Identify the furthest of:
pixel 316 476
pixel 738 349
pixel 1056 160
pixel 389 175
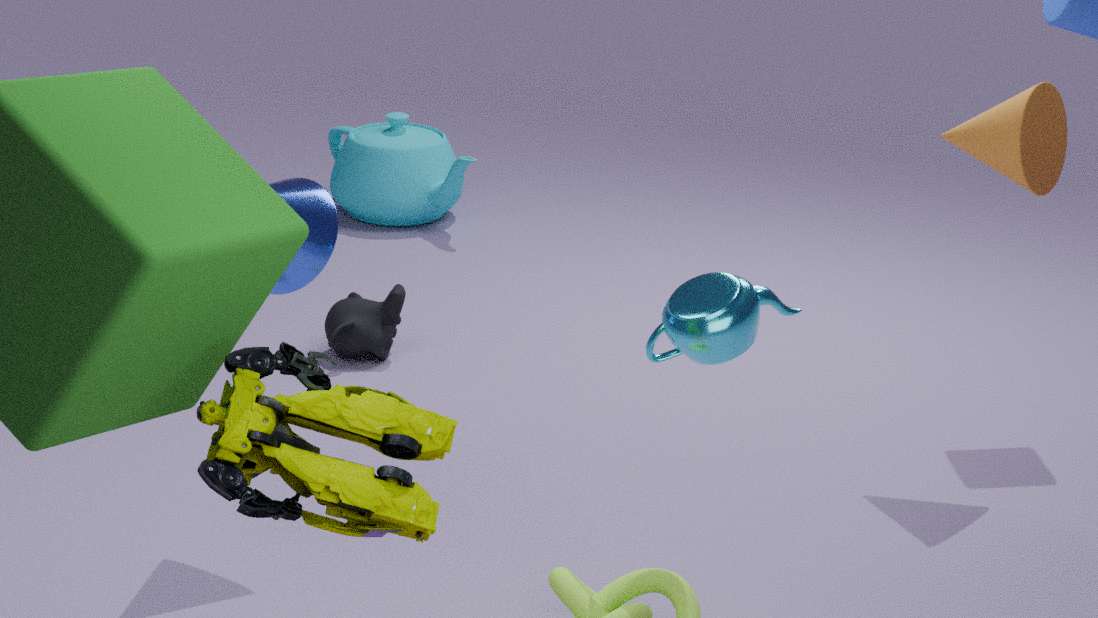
pixel 389 175
